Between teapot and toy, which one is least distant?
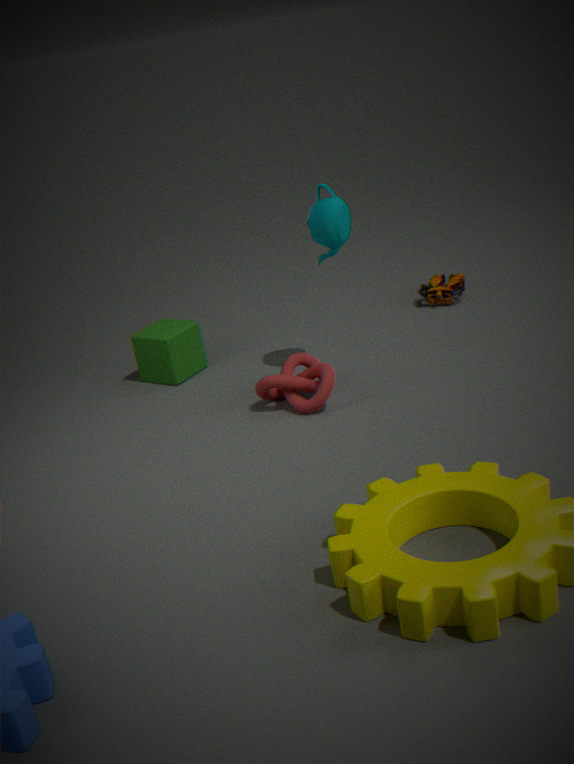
teapot
